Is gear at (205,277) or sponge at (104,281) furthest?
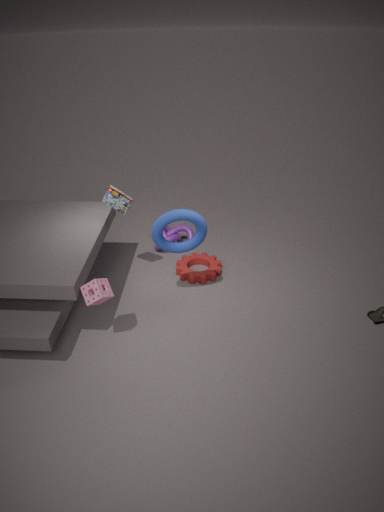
gear at (205,277)
